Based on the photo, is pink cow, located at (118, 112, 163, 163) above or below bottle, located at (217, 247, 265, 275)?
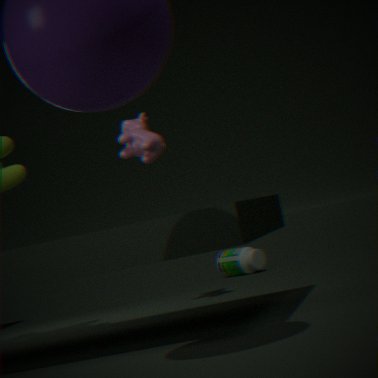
above
